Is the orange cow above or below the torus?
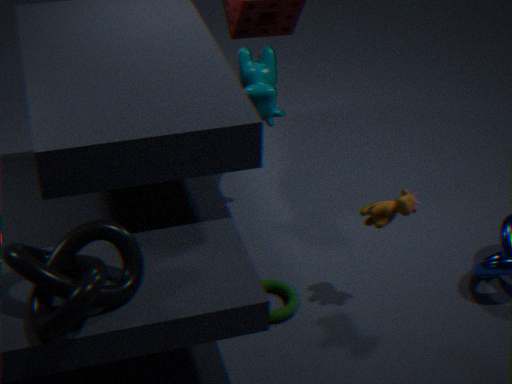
above
